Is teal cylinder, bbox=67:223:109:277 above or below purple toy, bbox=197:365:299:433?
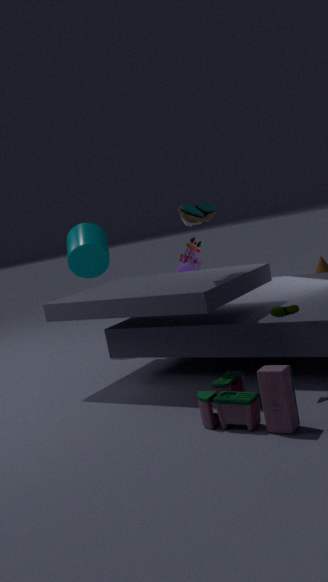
above
